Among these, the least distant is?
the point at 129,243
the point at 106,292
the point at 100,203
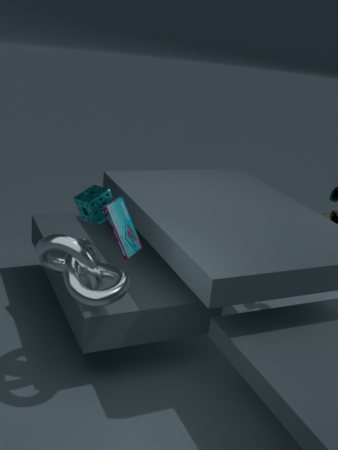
the point at 106,292
